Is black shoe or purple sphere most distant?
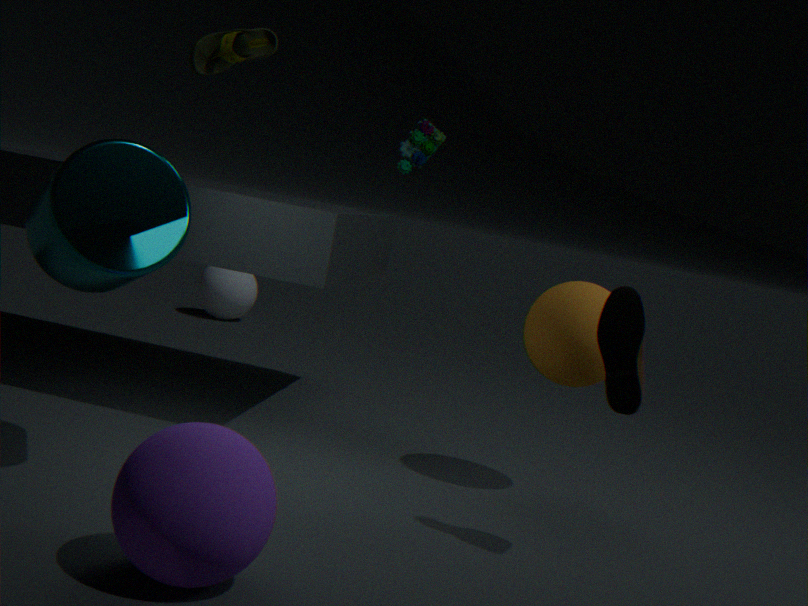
black shoe
